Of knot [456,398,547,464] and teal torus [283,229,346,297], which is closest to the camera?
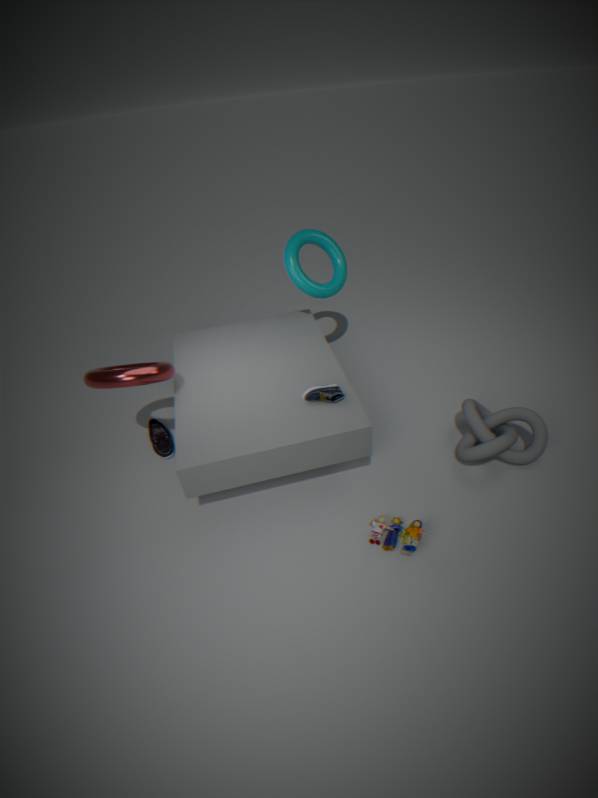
knot [456,398,547,464]
